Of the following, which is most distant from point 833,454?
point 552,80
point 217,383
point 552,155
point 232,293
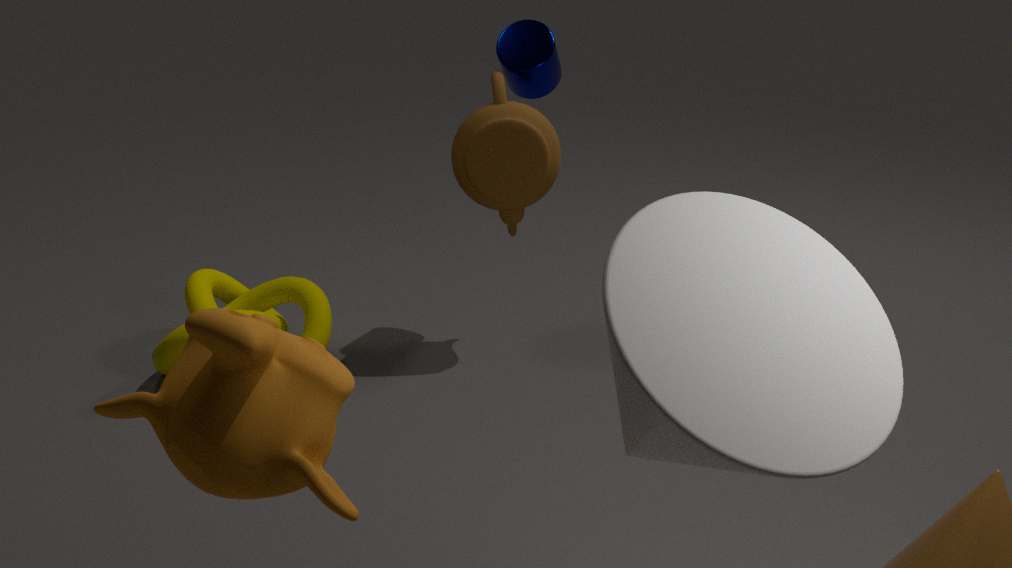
point 232,293
